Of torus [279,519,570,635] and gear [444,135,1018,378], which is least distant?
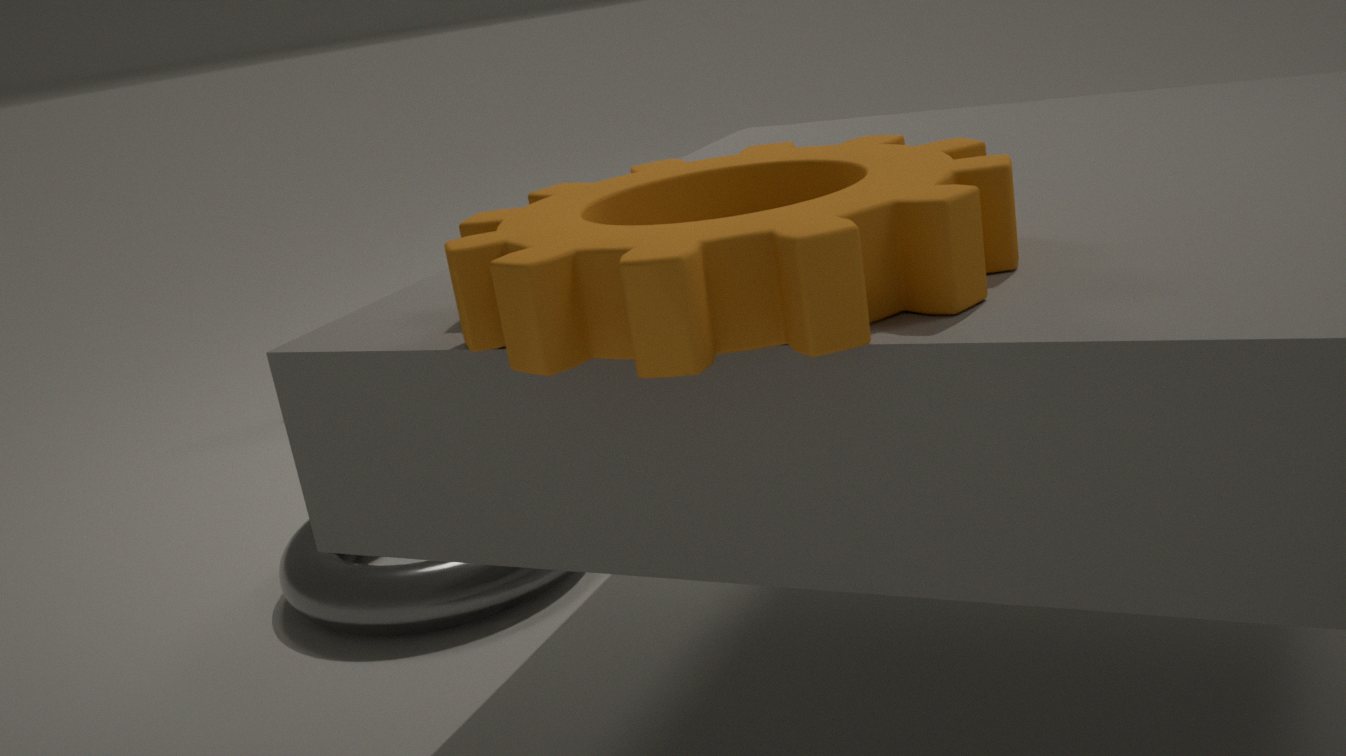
gear [444,135,1018,378]
